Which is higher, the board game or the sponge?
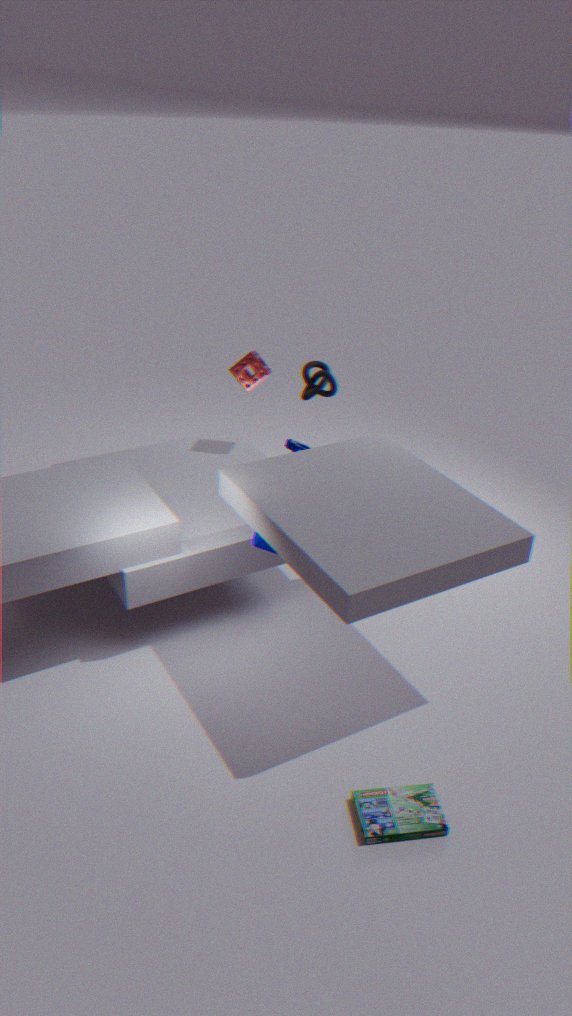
the sponge
